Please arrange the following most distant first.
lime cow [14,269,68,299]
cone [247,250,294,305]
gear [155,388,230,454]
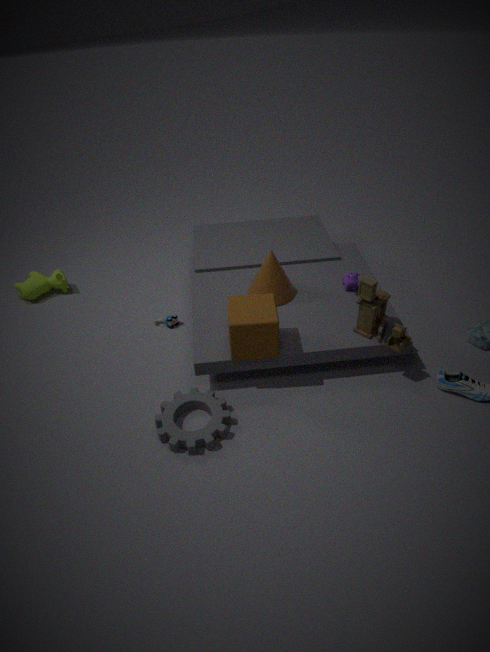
lime cow [14,269,68,299] < cone [247,250,294,305] < gear [155,388,230,454]
